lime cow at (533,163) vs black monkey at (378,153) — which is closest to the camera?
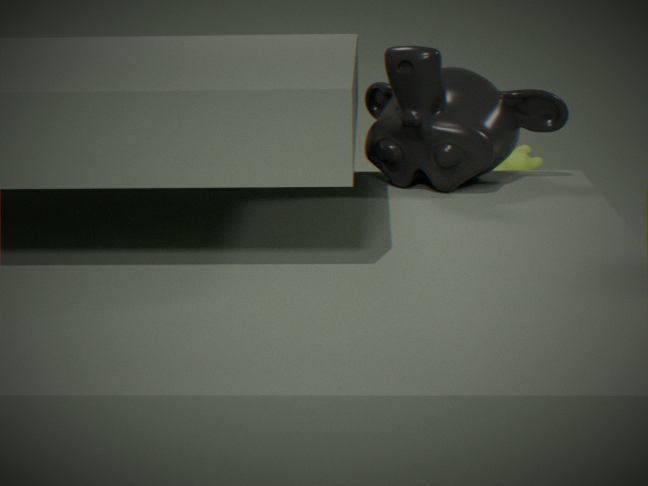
black monkey at (378,153)
